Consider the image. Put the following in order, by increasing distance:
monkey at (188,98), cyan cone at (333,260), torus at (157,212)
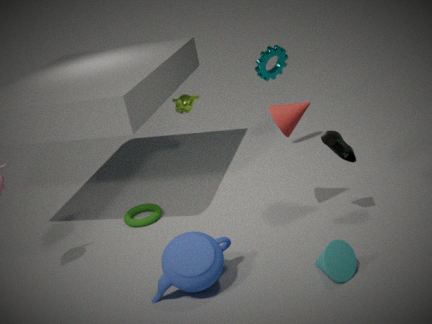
1. cyan cone at (333,260)
2. torus at (157,212)
3. monkey at (188,98)
